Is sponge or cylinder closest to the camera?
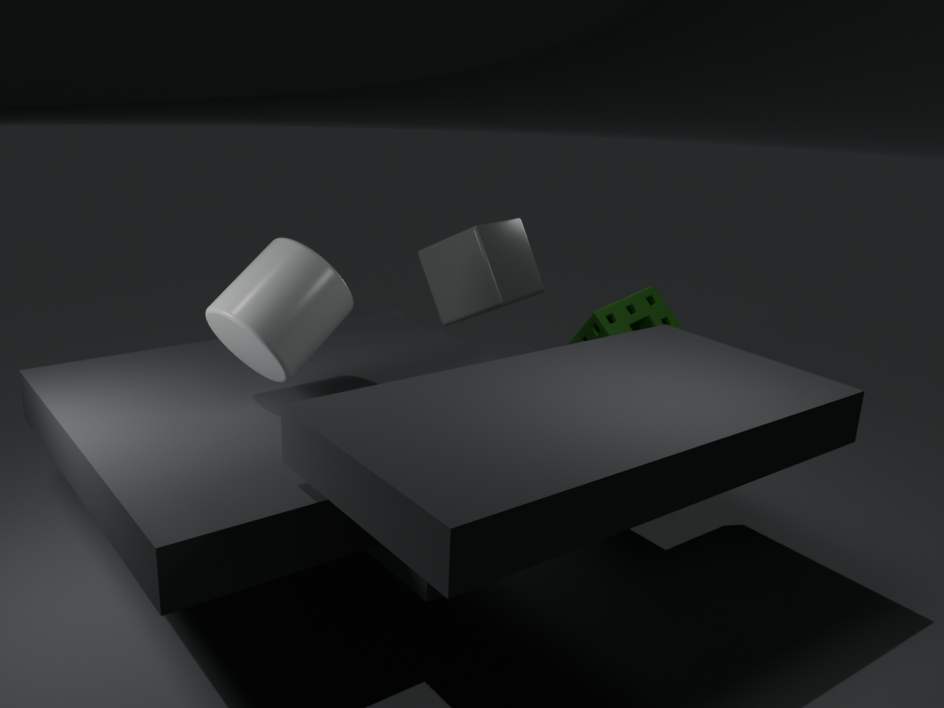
cylinder
